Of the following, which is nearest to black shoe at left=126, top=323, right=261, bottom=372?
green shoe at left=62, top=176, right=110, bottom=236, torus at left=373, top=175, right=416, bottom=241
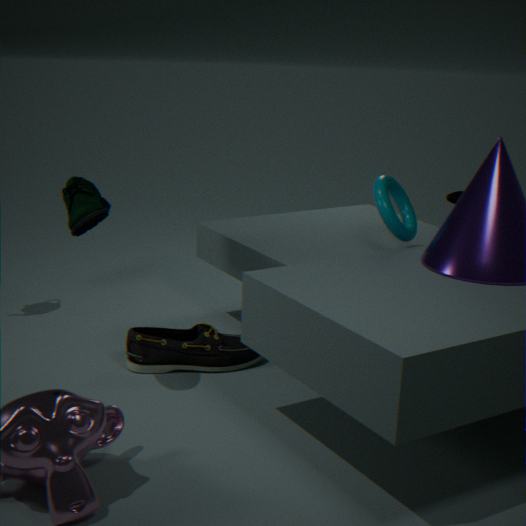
green shoe at left=62, top=176, right=110, bottom=236
